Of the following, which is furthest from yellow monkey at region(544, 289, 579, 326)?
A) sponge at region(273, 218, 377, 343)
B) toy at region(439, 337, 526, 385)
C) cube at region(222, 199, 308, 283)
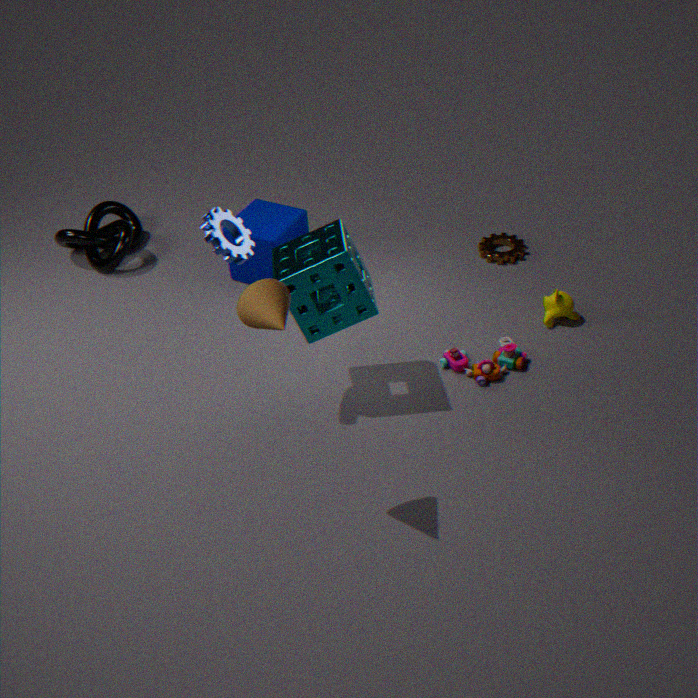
cube at region(222, 199, 308, 283)
